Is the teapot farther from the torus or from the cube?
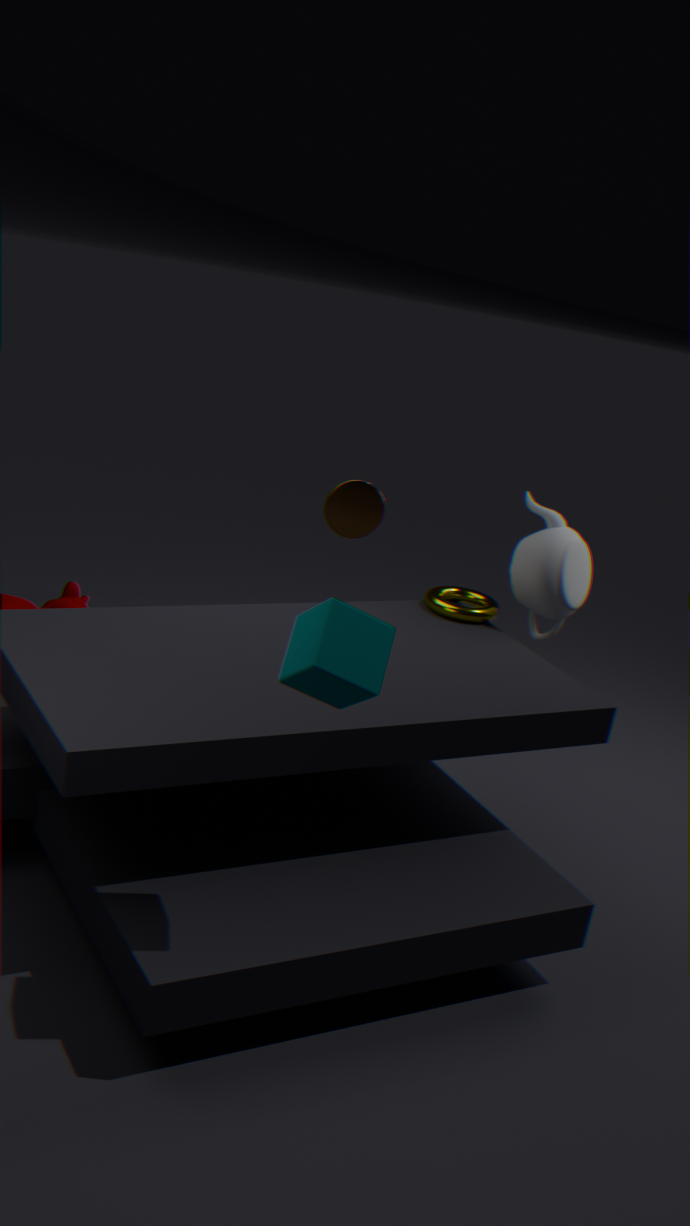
the cube
